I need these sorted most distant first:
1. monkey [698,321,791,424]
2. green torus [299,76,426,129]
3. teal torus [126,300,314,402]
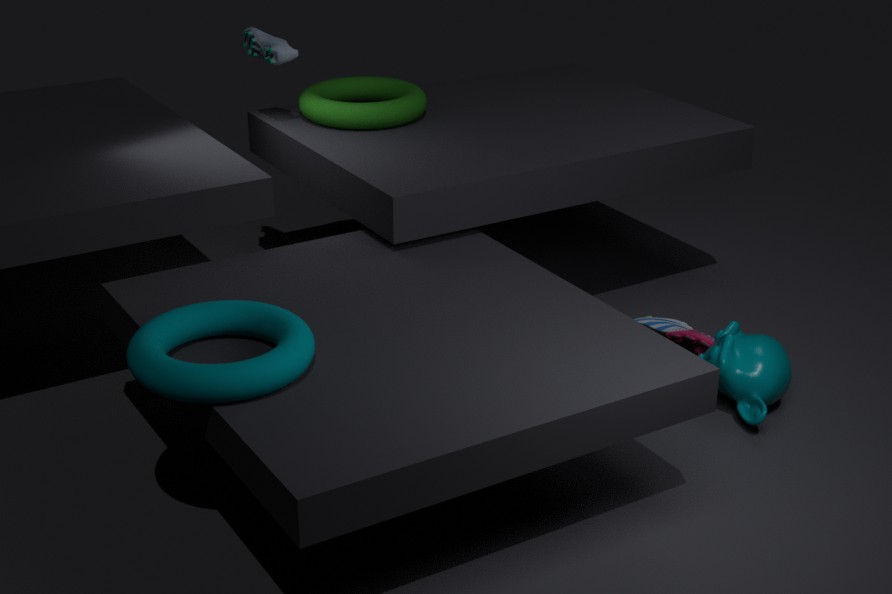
green torus [299,76,426,129]
monkey [698,321,791,424]
teal torus [126,300,314,402]
